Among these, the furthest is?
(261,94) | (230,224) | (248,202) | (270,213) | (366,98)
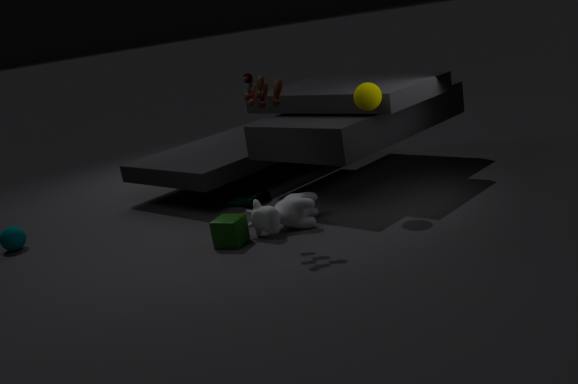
(248,202)
